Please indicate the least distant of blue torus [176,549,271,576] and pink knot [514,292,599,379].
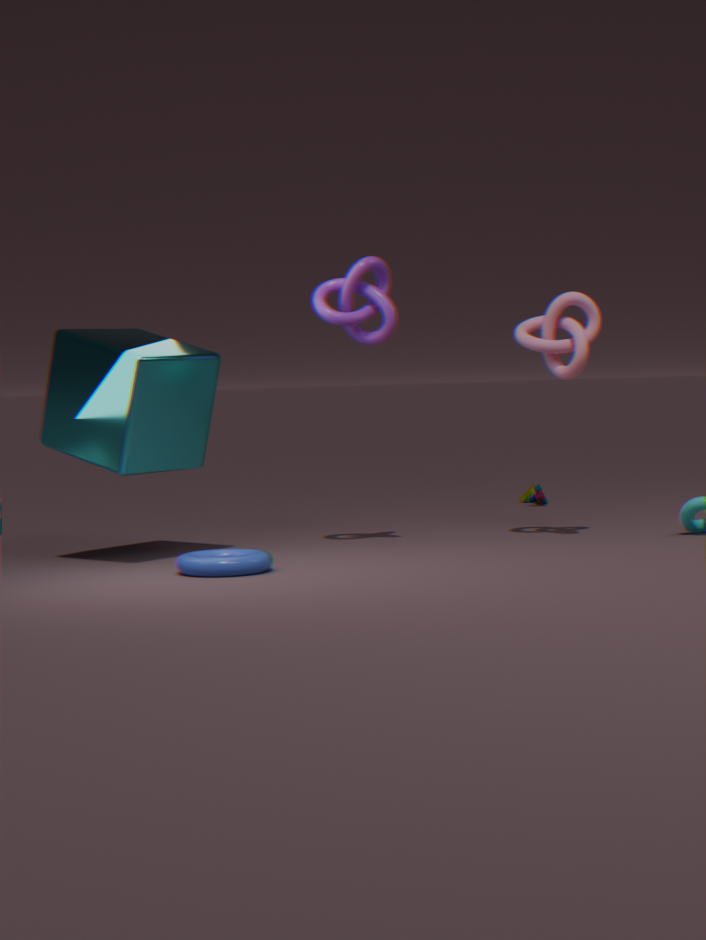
blue torus [176,549,271,576]
